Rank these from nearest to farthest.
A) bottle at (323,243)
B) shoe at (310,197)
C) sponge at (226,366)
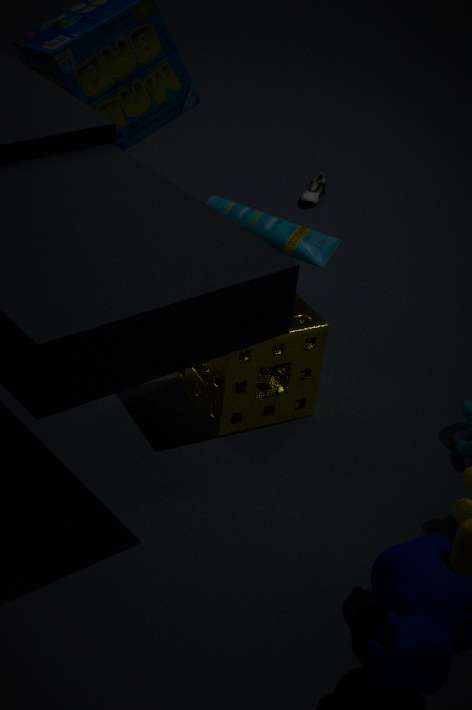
1. C. sponge at (226,366)
2. A. bottle at (323,243)
3. B. shoe at (310,197)
